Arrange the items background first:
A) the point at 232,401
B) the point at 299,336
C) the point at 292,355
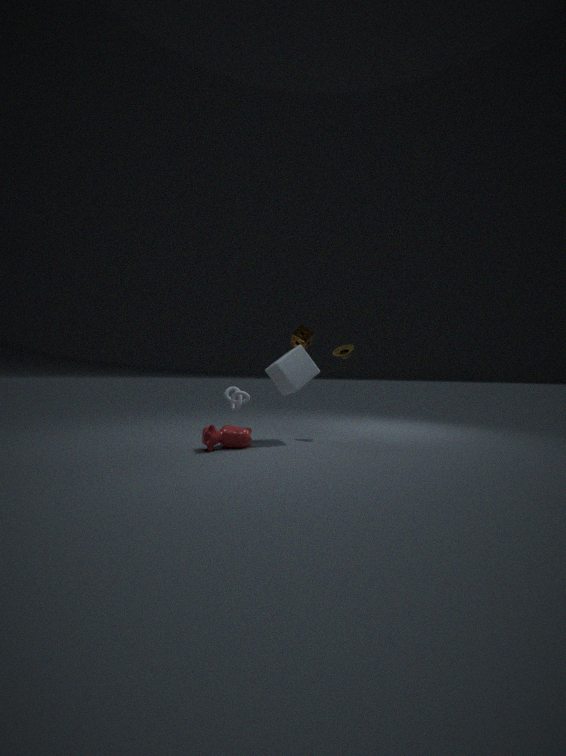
the point at 299,336
the point at 232,401
the point at 292,355
